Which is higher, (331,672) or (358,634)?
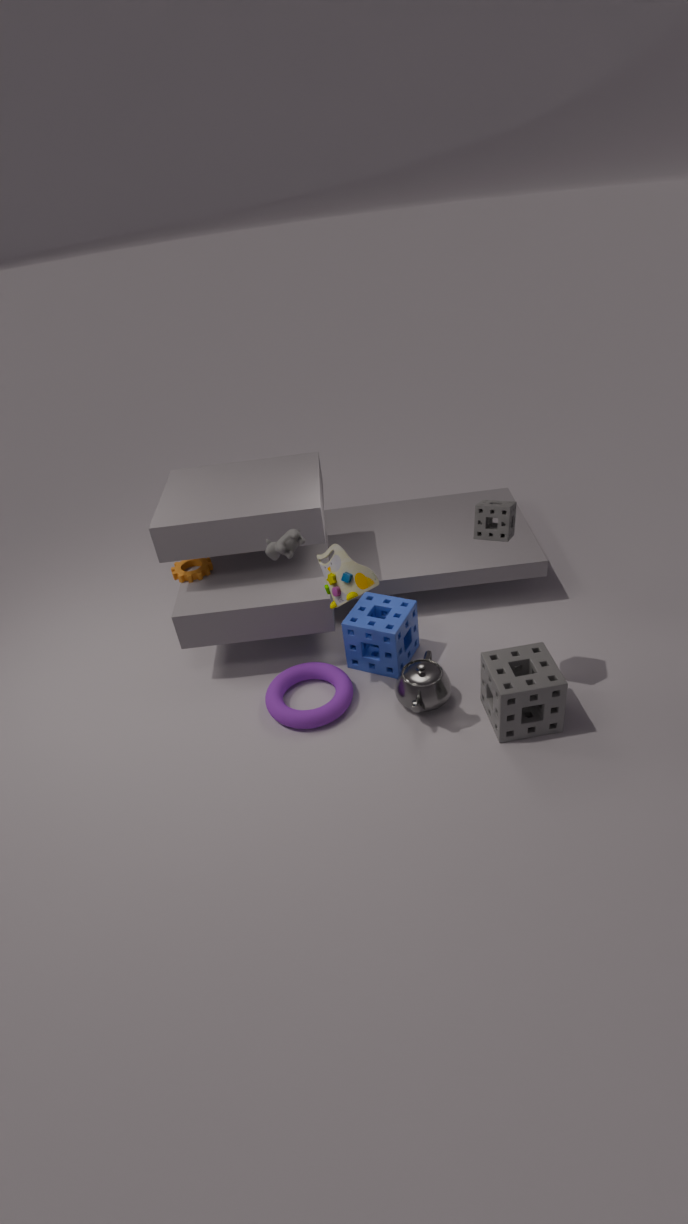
(358,634)
